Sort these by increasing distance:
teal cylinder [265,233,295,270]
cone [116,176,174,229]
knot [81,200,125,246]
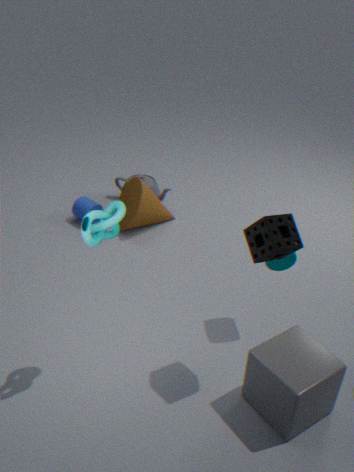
knot [81,200,125,246], teal cylinder [265,233,295,270], cone [116,176,174,229]
